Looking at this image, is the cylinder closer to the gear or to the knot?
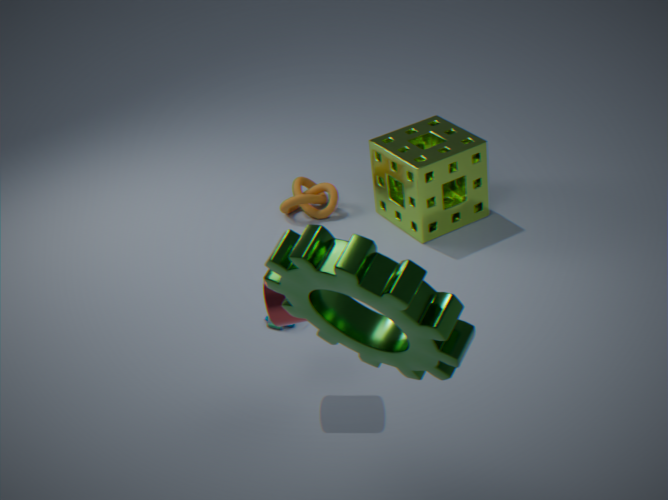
the gear
